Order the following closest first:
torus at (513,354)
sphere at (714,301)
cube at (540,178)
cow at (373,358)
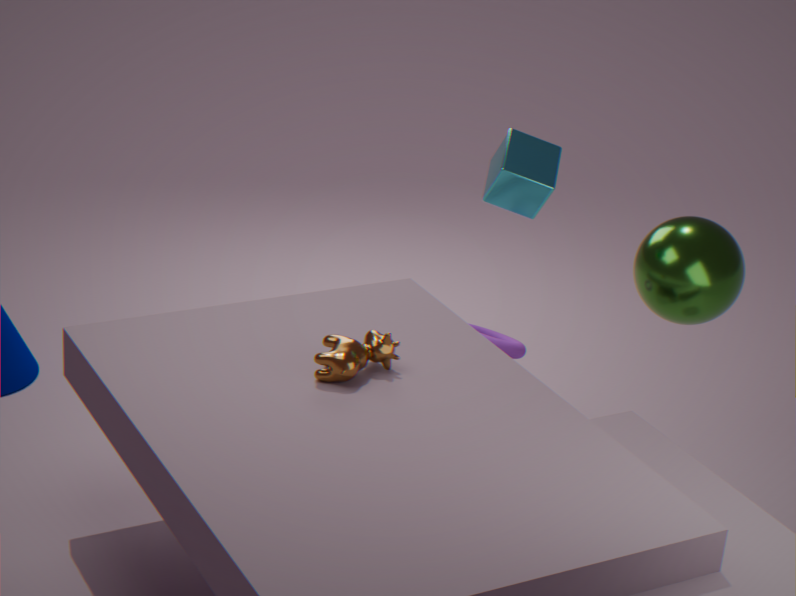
cow at (373,358) < cube at (540,178) < sphere at (714,301) < torus at (513,354)
